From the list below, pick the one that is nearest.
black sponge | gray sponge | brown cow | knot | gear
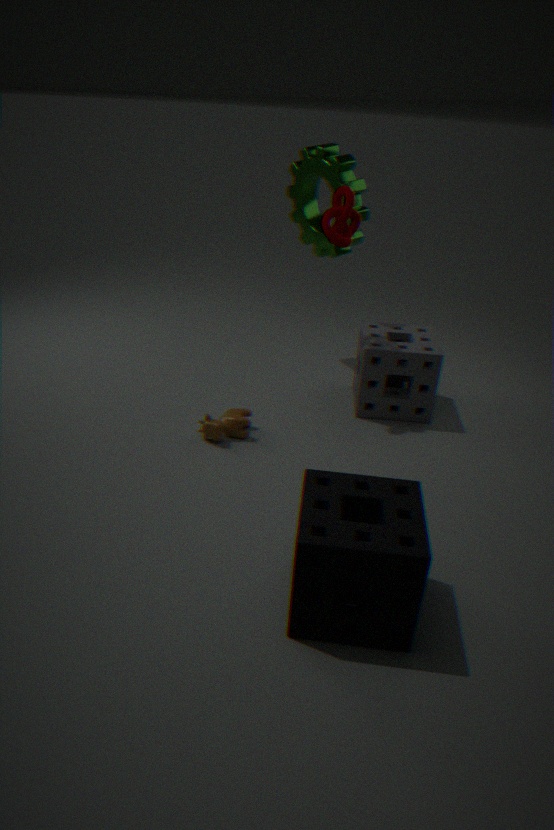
black sponge
